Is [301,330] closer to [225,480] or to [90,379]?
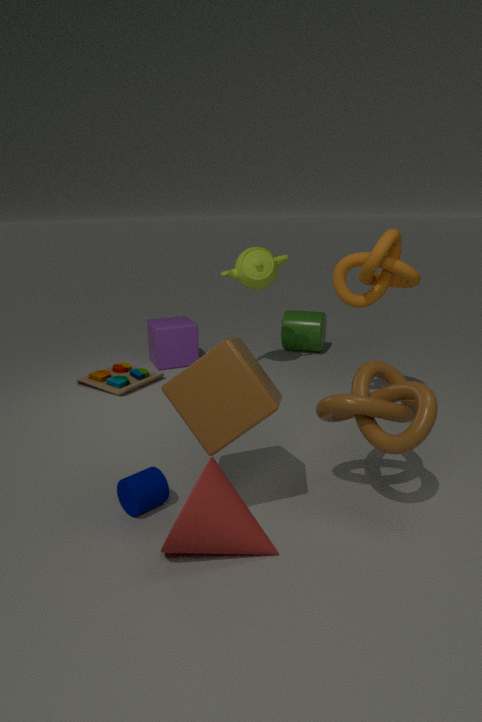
[90,379]
